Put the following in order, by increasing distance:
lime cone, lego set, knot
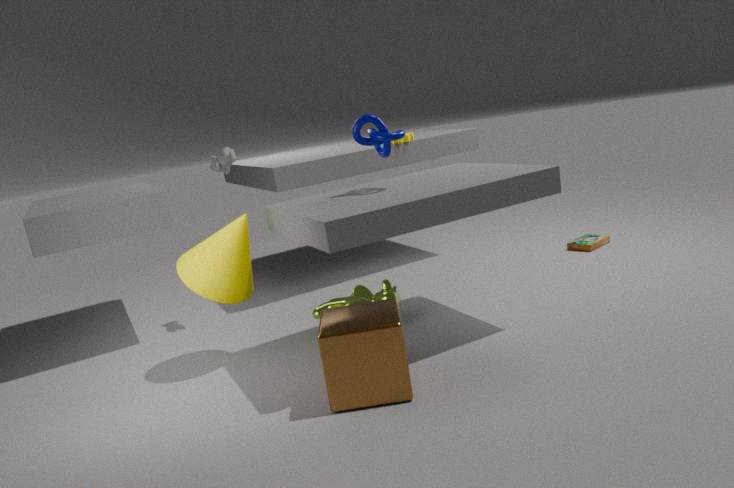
knot, lime cone, lego set
